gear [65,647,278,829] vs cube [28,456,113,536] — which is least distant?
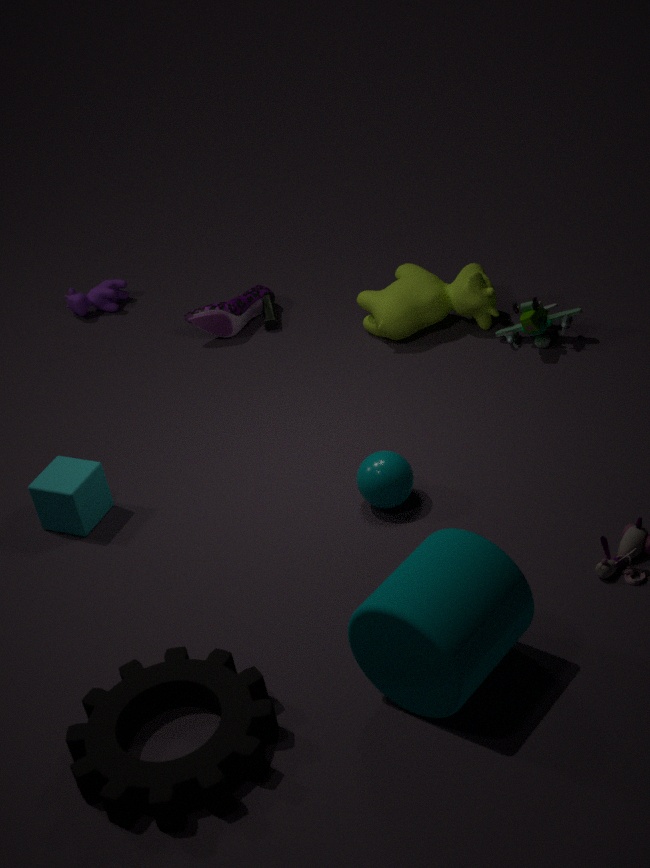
gear [65,647,278,829]
